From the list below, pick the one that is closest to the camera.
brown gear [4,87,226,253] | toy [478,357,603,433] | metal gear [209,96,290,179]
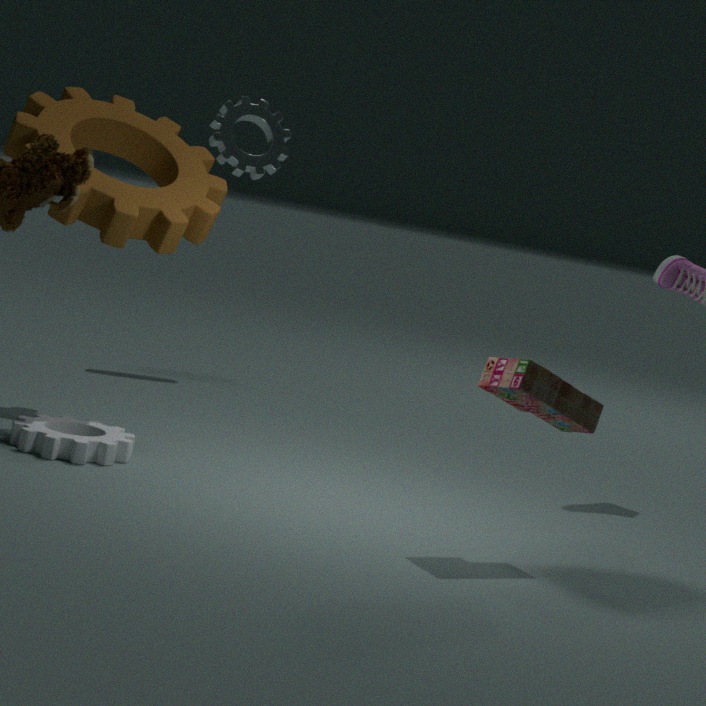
toy [478,357,603,433]
